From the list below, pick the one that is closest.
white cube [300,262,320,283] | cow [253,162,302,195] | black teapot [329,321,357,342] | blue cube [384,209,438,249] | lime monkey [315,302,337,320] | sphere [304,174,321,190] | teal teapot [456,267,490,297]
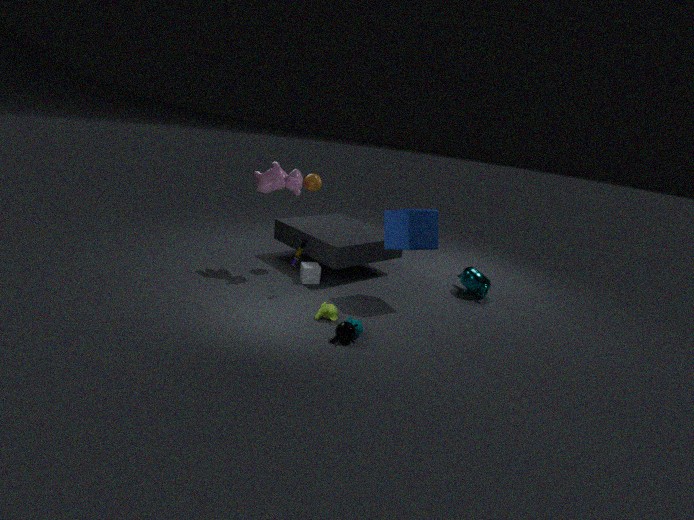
black teapot [329,321,357,342]
